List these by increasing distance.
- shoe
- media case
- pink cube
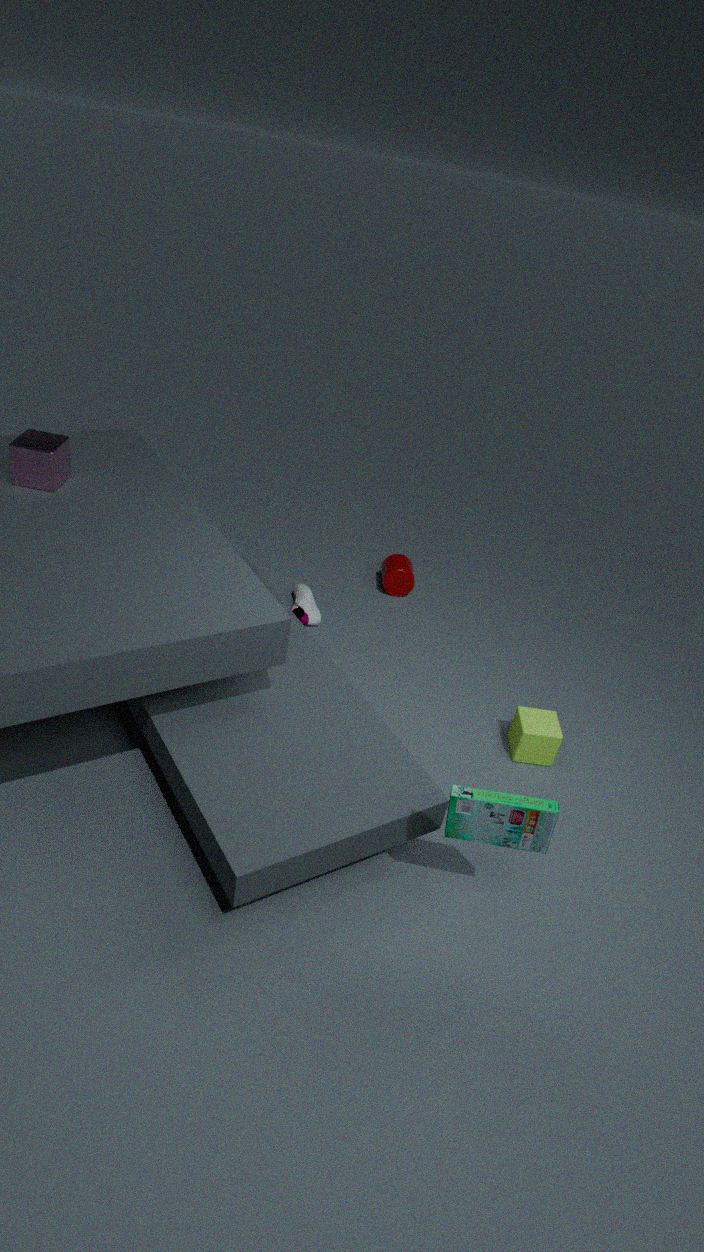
media case < pink cube < shoe
